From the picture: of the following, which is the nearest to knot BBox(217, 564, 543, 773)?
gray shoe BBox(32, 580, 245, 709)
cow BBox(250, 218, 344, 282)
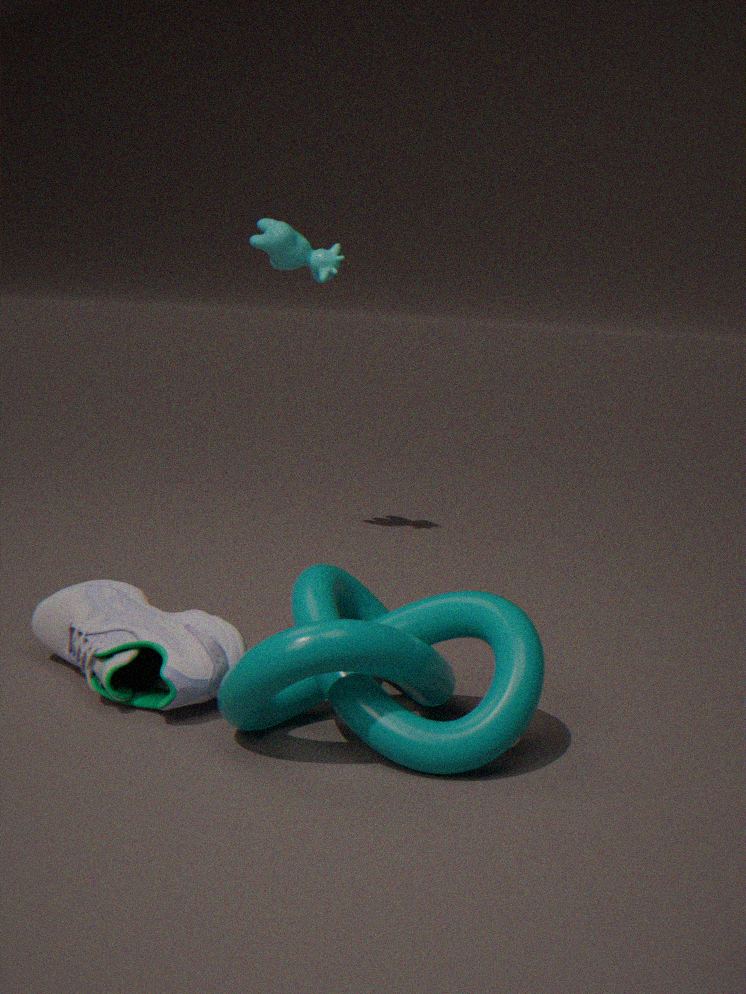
gray shoe BBox(32, 580, 245, 709)
